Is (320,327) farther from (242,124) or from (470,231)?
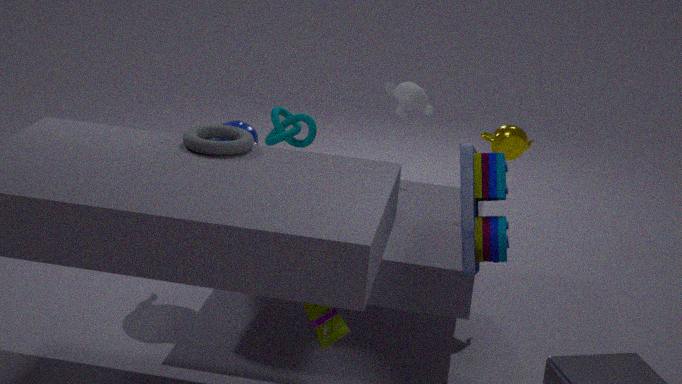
(242,124)
